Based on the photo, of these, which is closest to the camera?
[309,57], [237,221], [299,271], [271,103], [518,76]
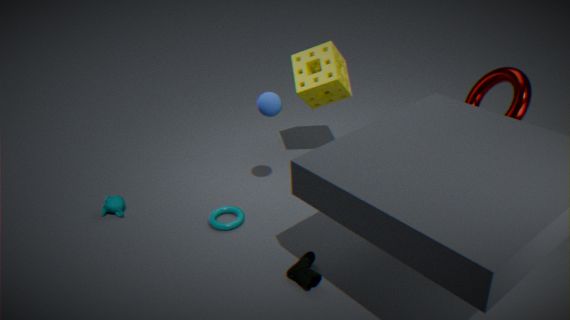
[299,271]
